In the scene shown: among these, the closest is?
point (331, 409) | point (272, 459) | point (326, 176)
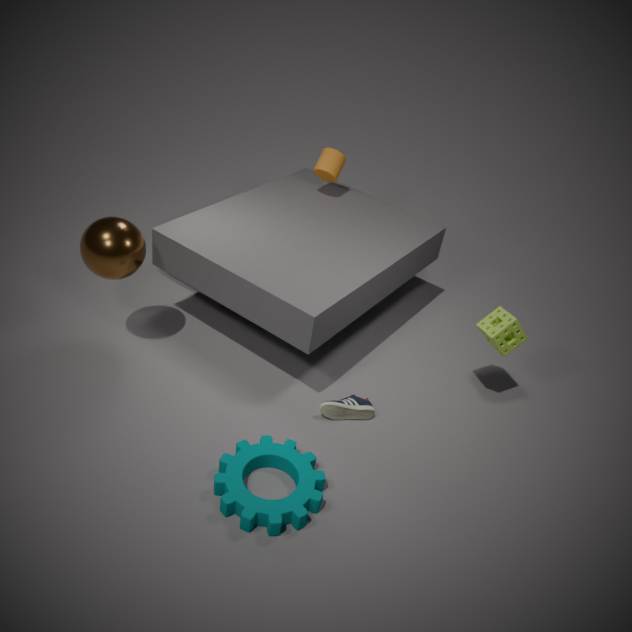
point (272, 459)
